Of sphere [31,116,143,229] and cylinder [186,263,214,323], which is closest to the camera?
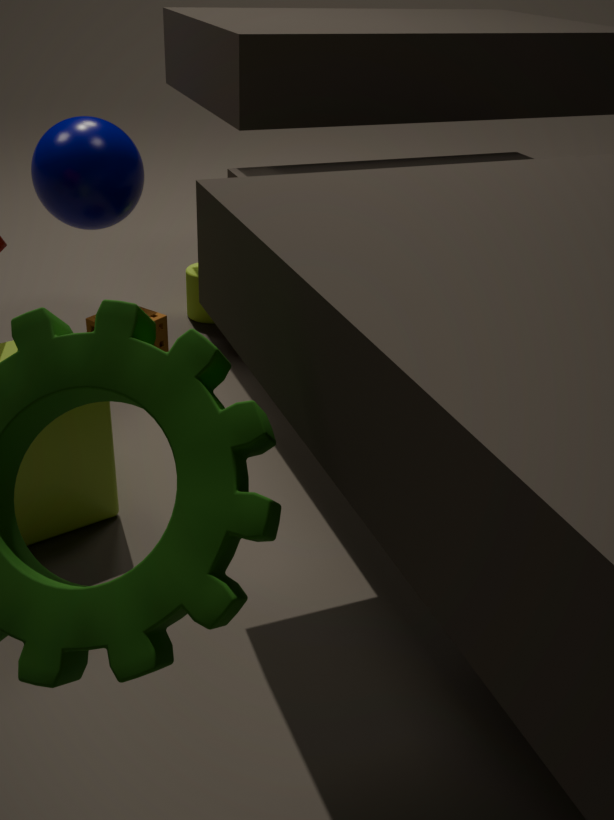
sphere [31,116,143,229]
